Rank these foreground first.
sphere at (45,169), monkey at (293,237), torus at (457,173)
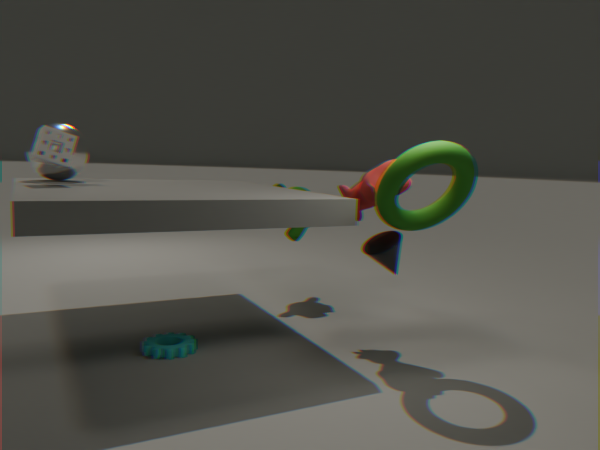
torus at (457,173) → sphere at (45,169) → monkey at (293,237)
